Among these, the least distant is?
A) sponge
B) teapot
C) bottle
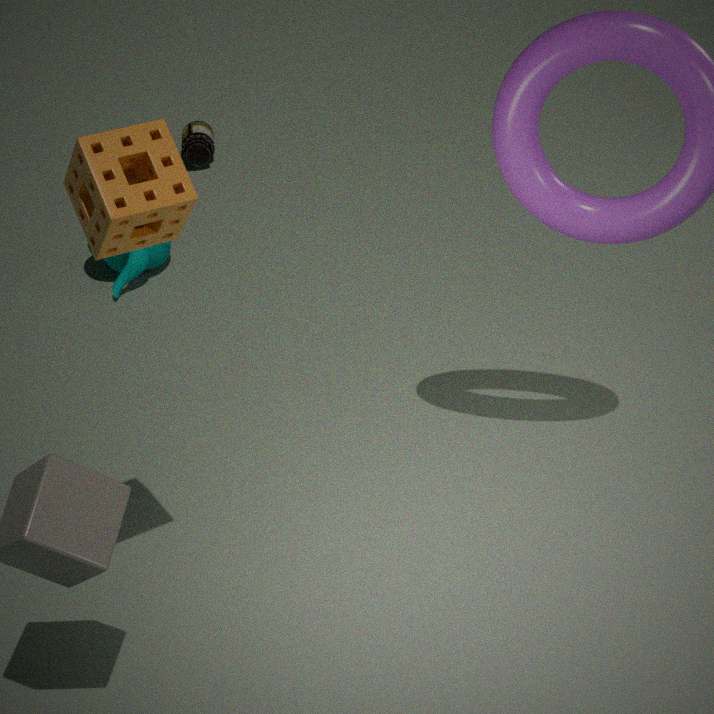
sponge
